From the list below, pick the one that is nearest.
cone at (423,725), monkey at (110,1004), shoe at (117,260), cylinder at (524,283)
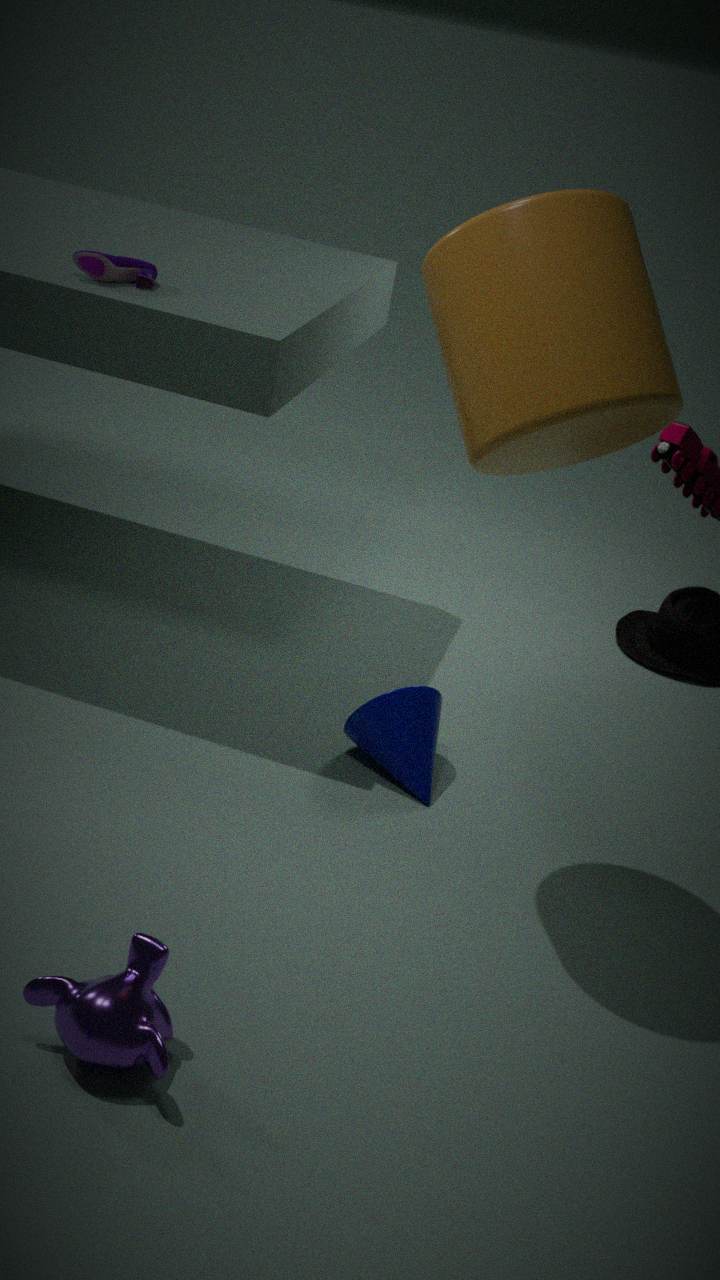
monkey at (110,1004)
